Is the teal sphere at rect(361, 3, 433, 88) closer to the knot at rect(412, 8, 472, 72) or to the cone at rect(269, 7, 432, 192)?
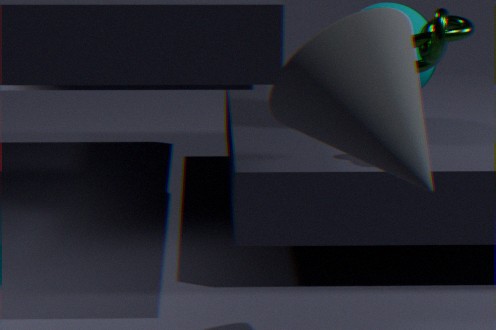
the knot at rect(412, 8, 472, 72)
